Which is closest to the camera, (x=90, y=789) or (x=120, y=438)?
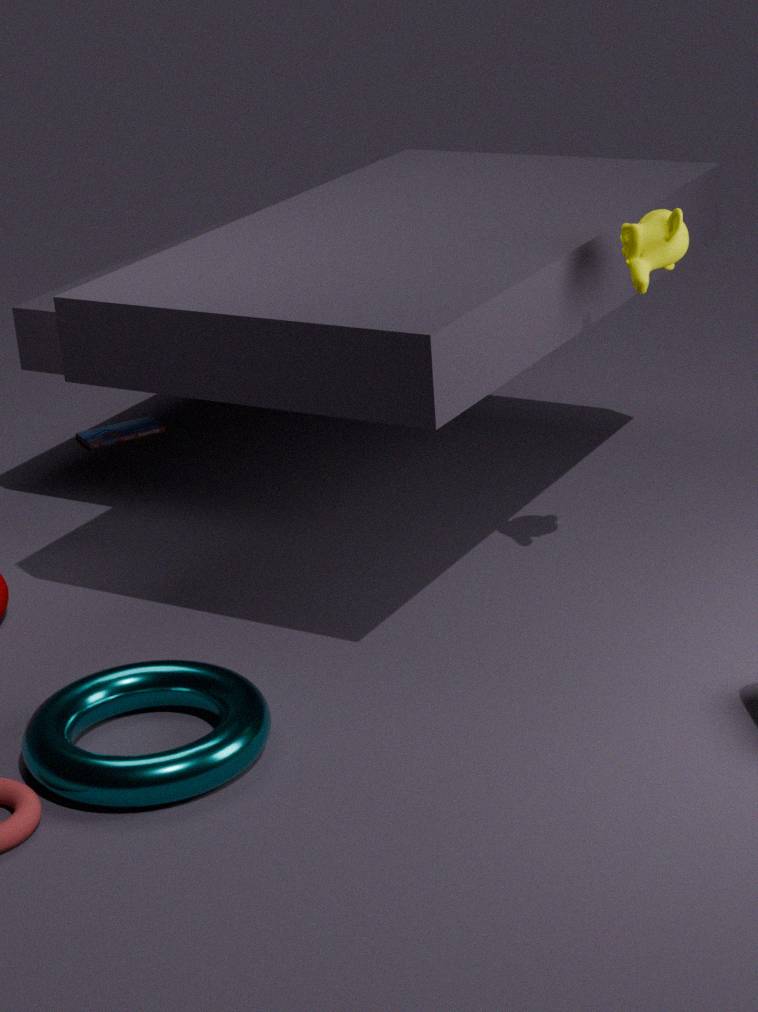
(x=90, y=789)
